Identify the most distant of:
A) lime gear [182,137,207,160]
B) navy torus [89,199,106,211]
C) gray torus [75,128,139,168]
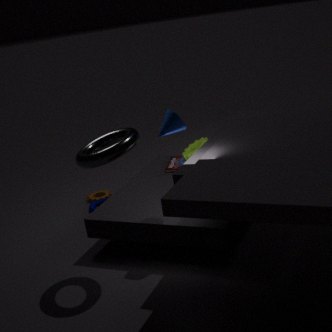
navy torus [89,199,106,211]
